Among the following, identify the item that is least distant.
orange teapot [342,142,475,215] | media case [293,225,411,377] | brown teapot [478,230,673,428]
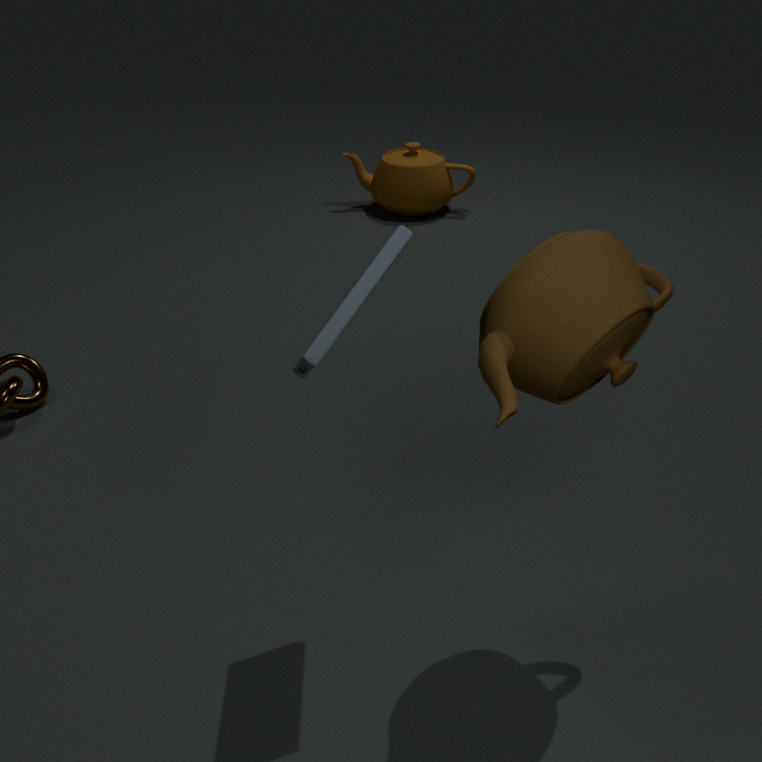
brown teapot [478,230,673,428]
